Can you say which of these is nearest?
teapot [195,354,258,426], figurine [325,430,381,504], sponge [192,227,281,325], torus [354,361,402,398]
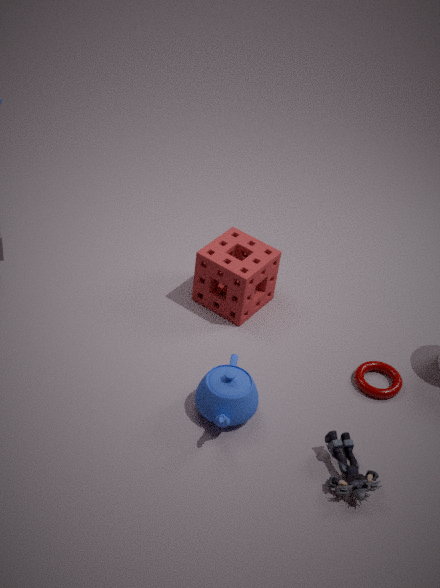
figurine [325,430,381,504]
